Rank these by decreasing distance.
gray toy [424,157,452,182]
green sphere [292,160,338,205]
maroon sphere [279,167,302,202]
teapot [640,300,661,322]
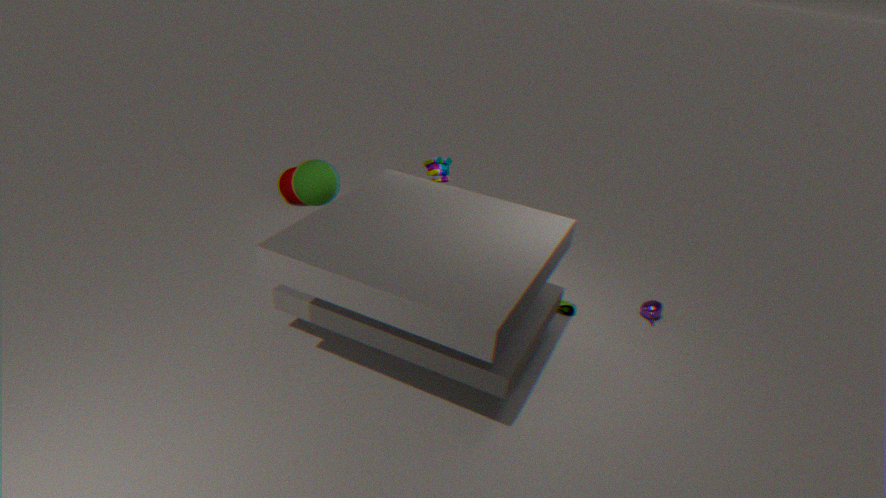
maroon sphere [279,167,302,202], teapot [640,300,661,322], gray toy [424,157,452,182], green sphere [292,160,338,205]
